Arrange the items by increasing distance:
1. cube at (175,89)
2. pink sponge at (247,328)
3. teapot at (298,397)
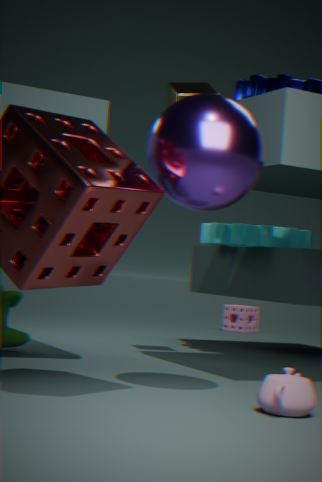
teapot at (298,397)
cube at (175,89)
pink sponge at (247,328)
